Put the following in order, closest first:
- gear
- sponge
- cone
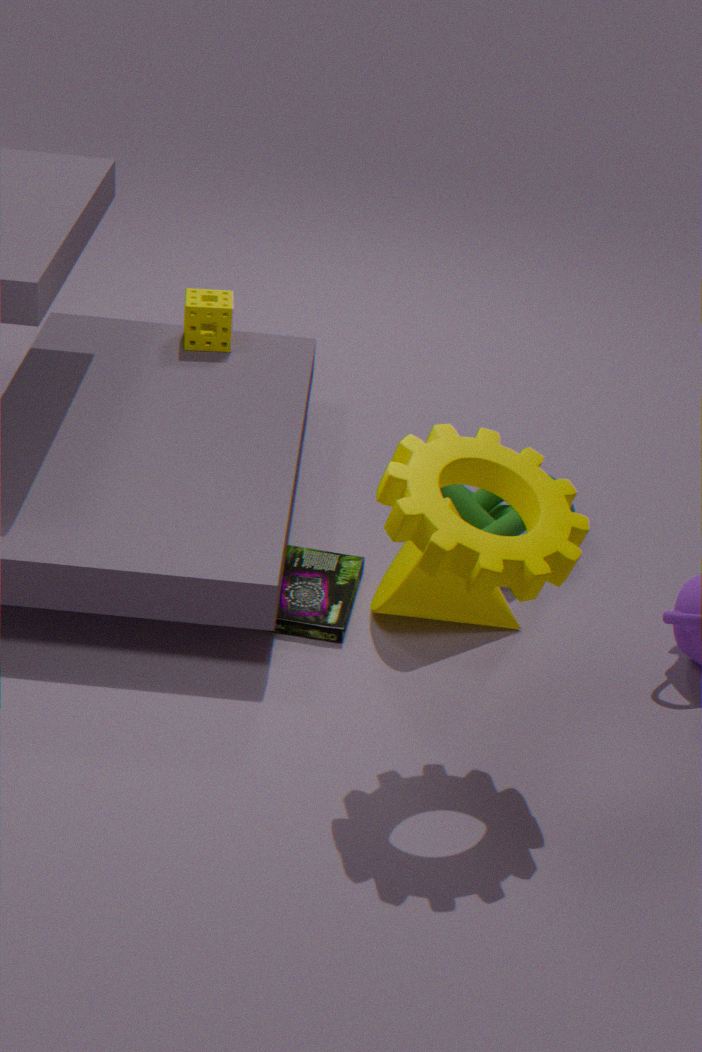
1. gear
2. cone
3. sponge
